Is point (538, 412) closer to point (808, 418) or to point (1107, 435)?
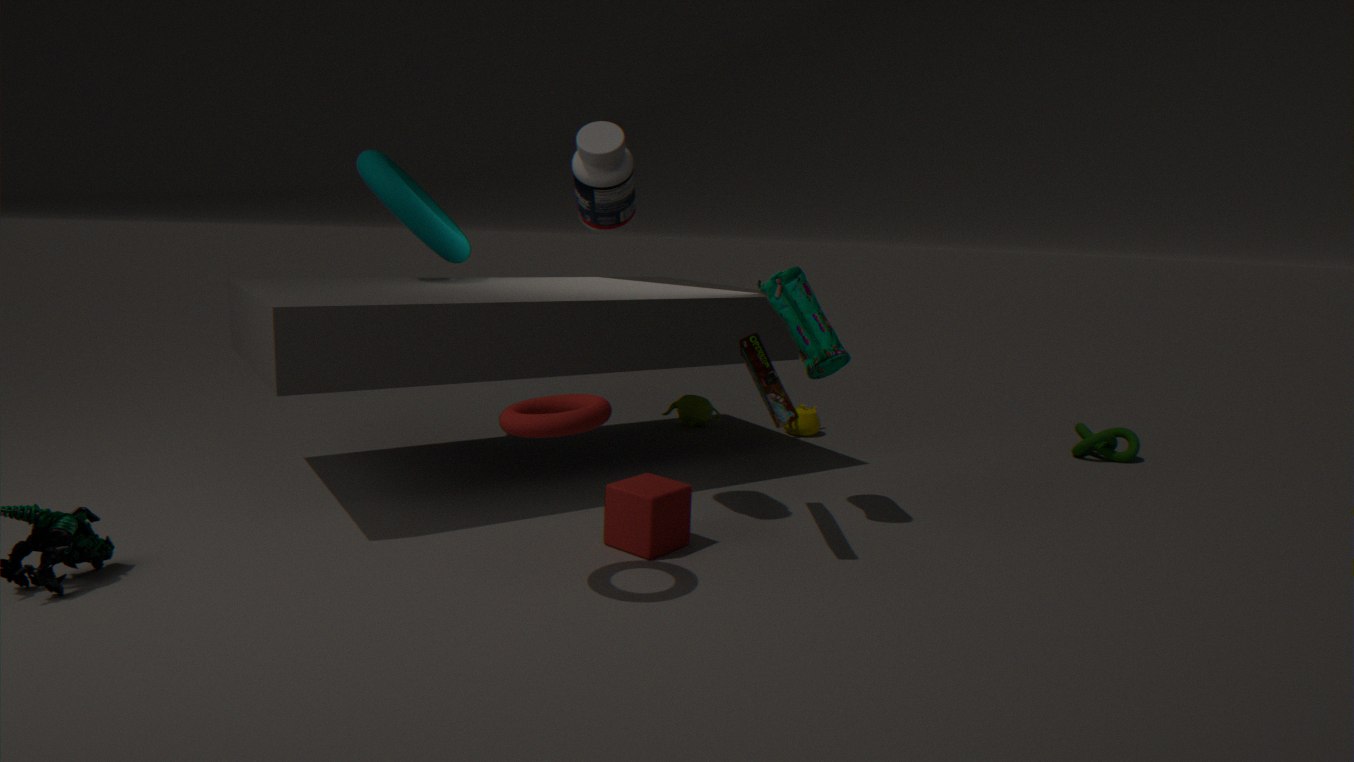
point (808, 418)
